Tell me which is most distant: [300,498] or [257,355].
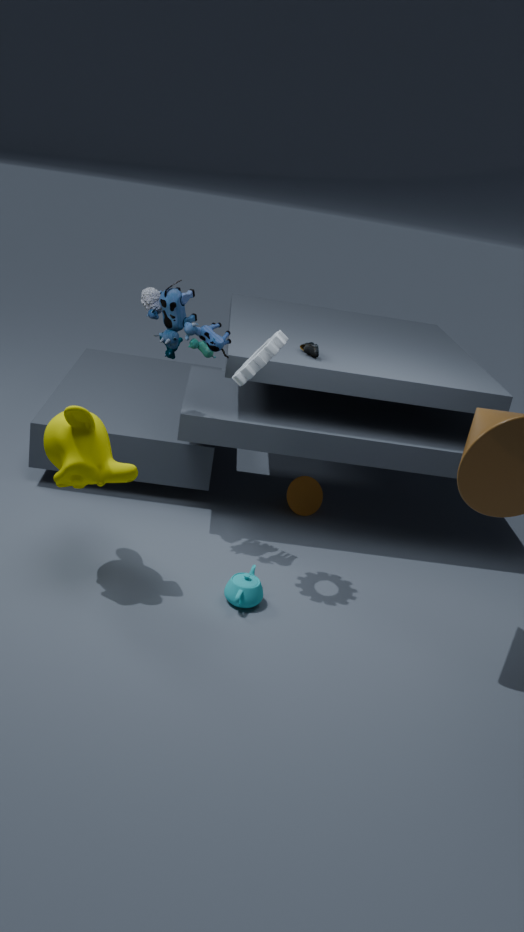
[300,498]
